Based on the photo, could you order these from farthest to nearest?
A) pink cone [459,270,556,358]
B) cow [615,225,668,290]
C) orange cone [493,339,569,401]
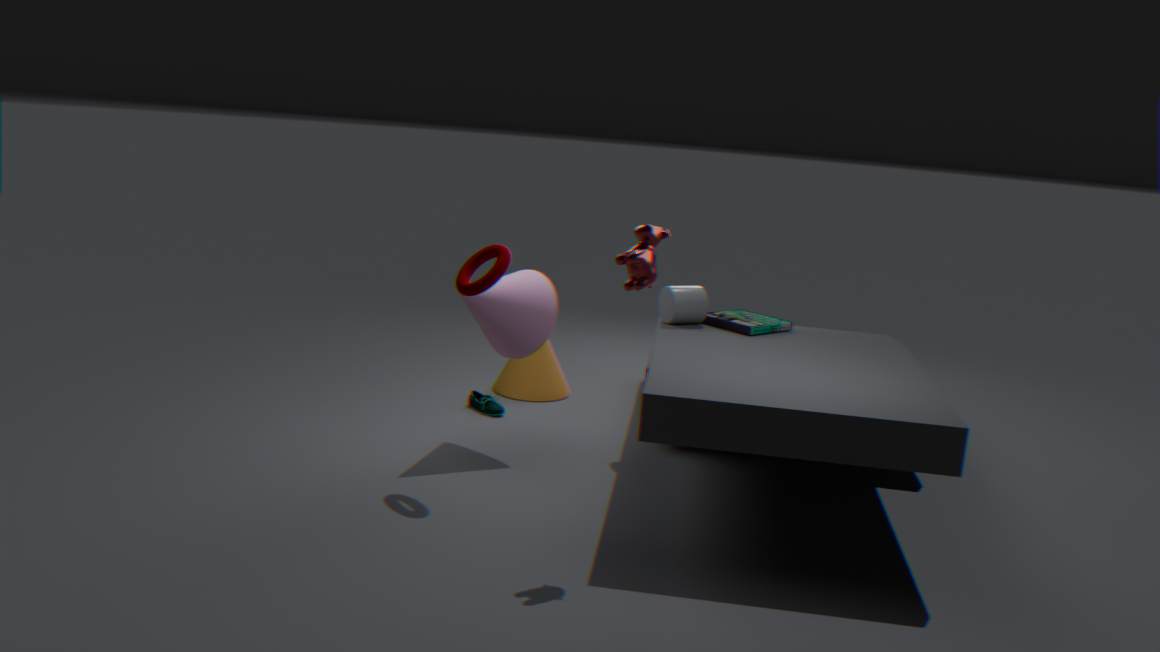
1. orange cone [493,339,569,401]
2. pink cone [459,270,556,358]
3. cow [615,225,668,290]
